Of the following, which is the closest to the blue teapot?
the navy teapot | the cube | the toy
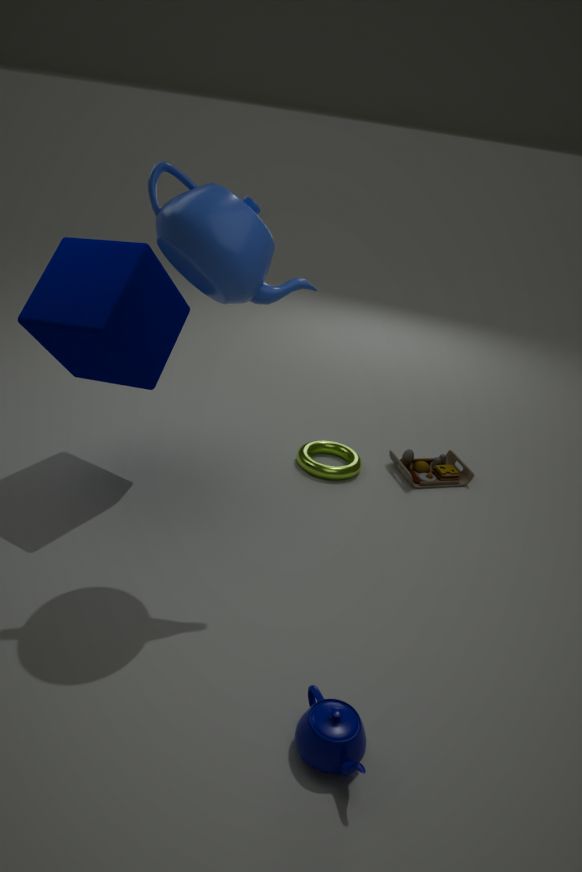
the cube
